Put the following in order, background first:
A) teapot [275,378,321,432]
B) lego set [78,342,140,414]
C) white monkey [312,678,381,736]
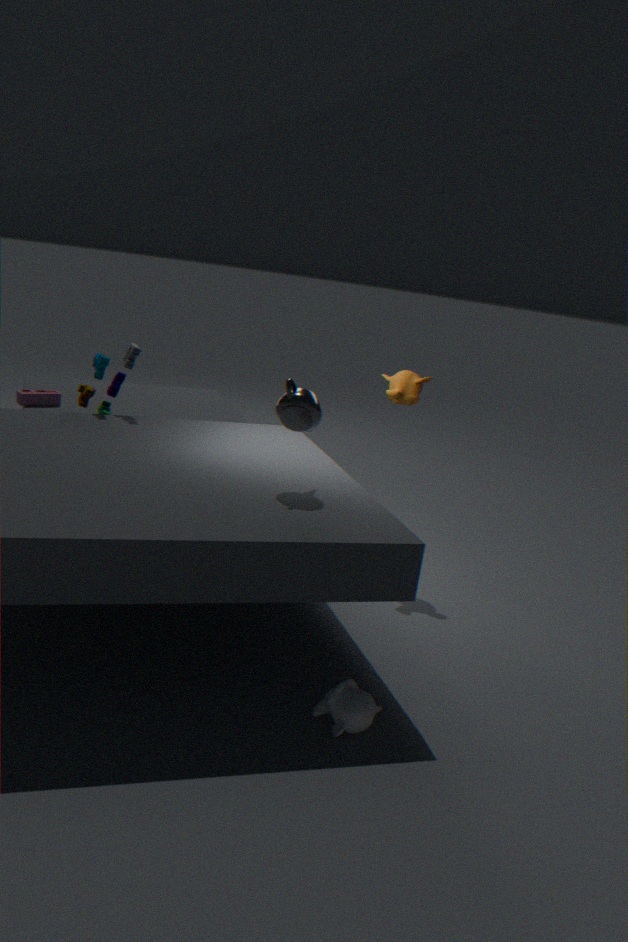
lego set [78,342,140,414]
teapot [275,378,321,432]
white monkey [312,678,381,736]
